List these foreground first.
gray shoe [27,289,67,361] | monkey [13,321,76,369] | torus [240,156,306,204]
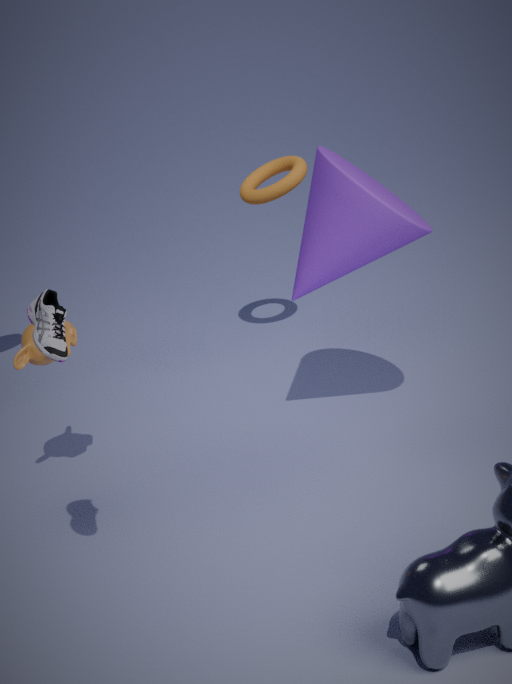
1. gray shoe [27,289,67,361]
2. monkey [13,321,76,369]
3. torus [240,156,306,204]
